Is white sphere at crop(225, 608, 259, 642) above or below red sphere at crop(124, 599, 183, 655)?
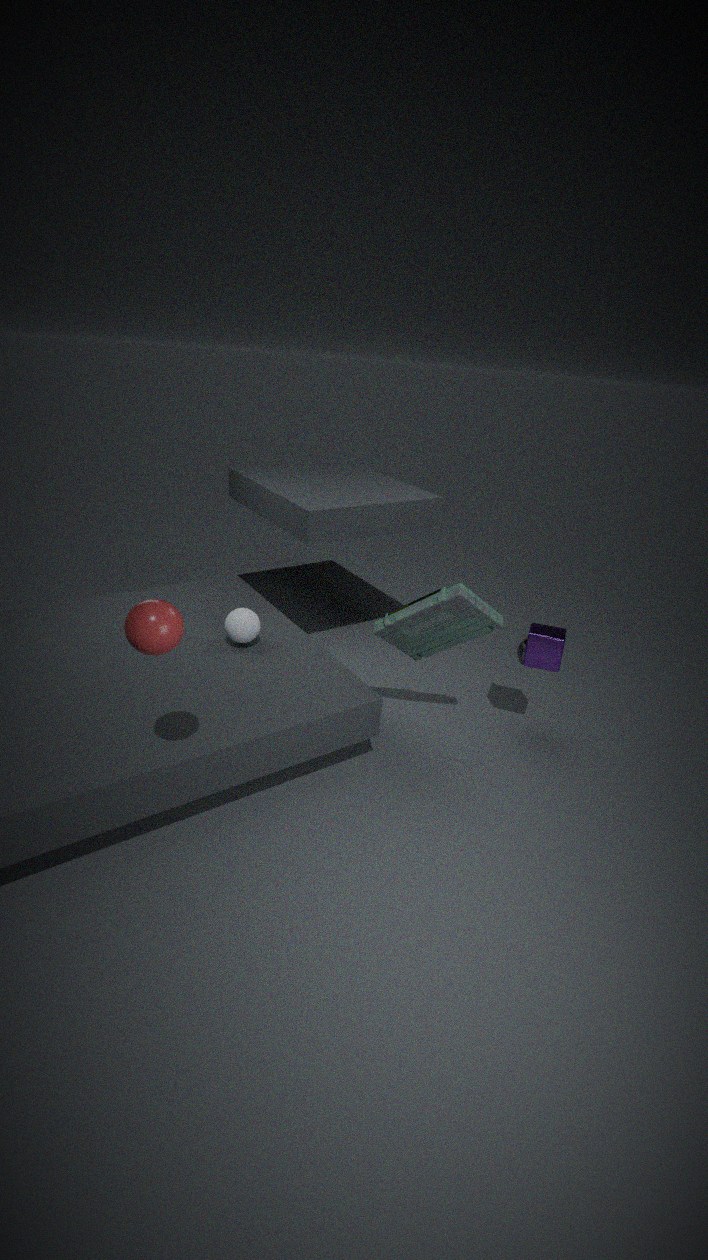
below
